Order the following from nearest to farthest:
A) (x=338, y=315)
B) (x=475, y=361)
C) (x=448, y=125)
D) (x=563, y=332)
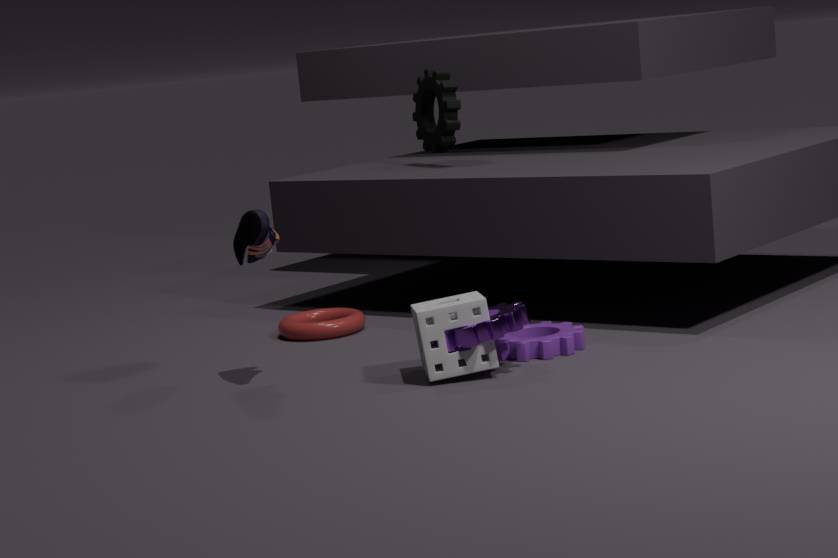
(x=475, y=361) → (x=563, y=332) → (x=338, y=315) → (x=448, y=125)
